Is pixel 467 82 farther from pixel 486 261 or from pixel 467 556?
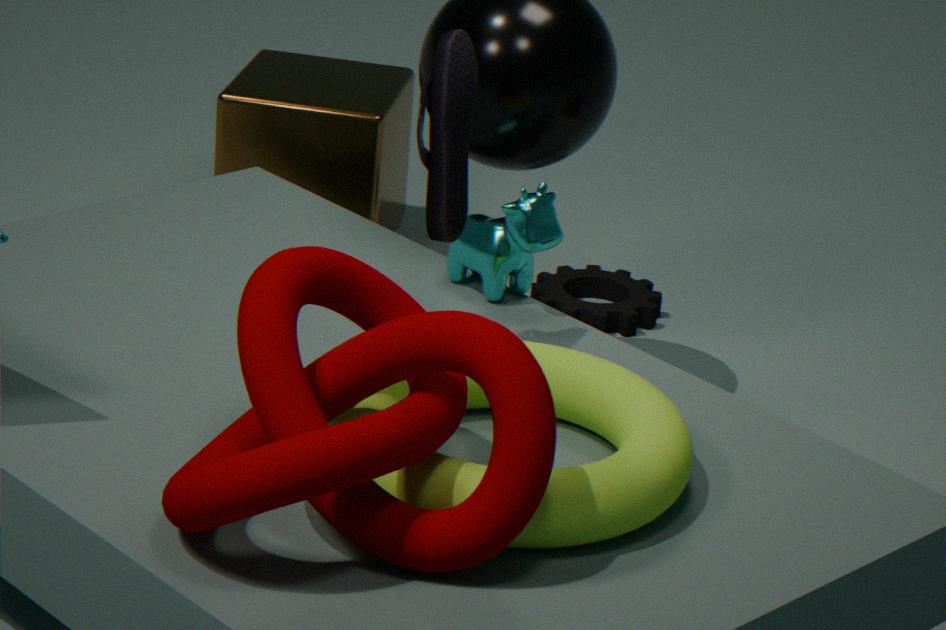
pixel 467 556
